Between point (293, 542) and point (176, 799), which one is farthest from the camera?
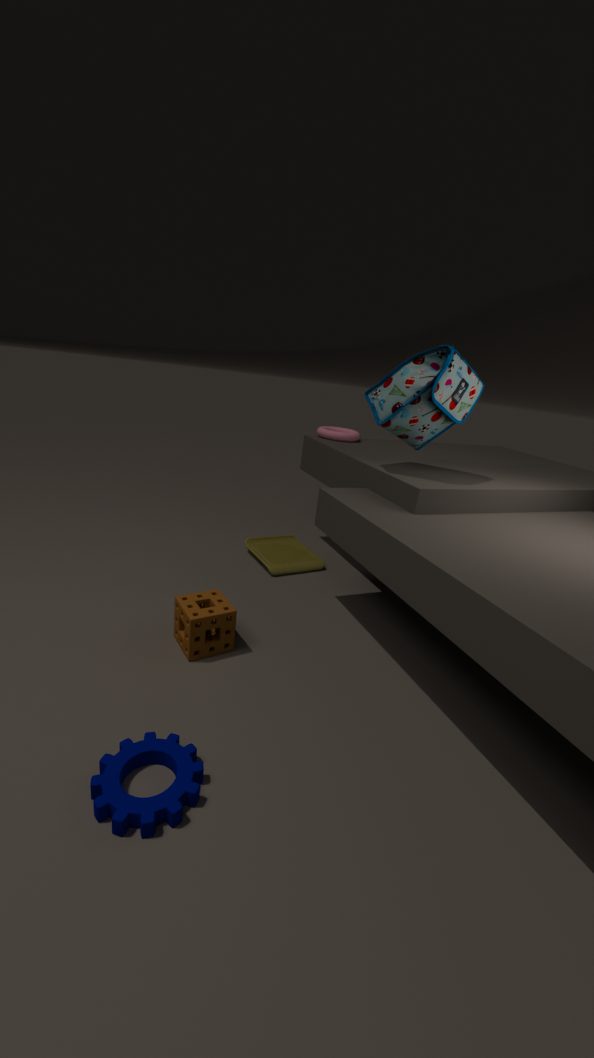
point (293, 542)
